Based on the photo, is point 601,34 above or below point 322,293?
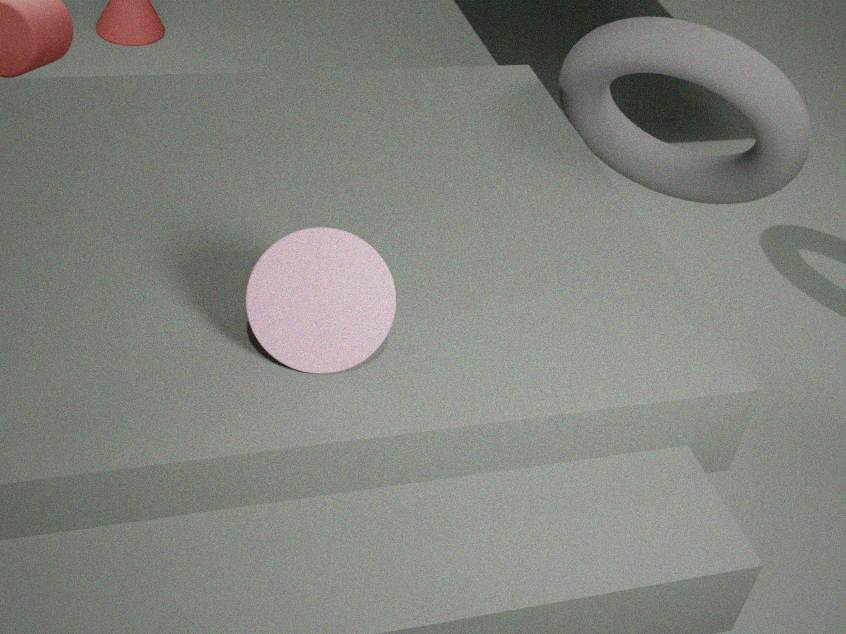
below
